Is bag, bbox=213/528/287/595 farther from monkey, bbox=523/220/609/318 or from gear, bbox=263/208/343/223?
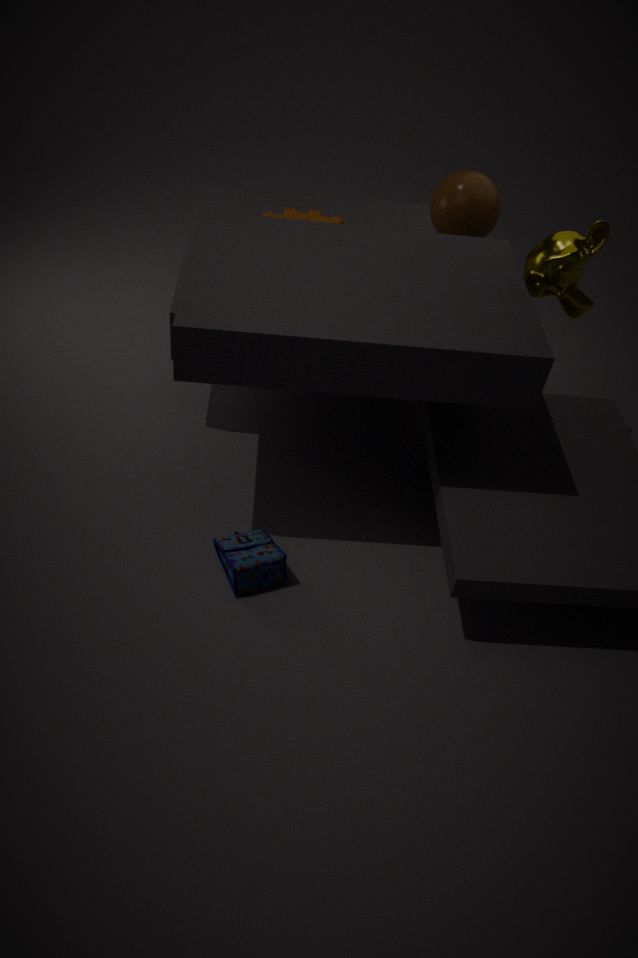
monkey, bbox=523/220/609/318
